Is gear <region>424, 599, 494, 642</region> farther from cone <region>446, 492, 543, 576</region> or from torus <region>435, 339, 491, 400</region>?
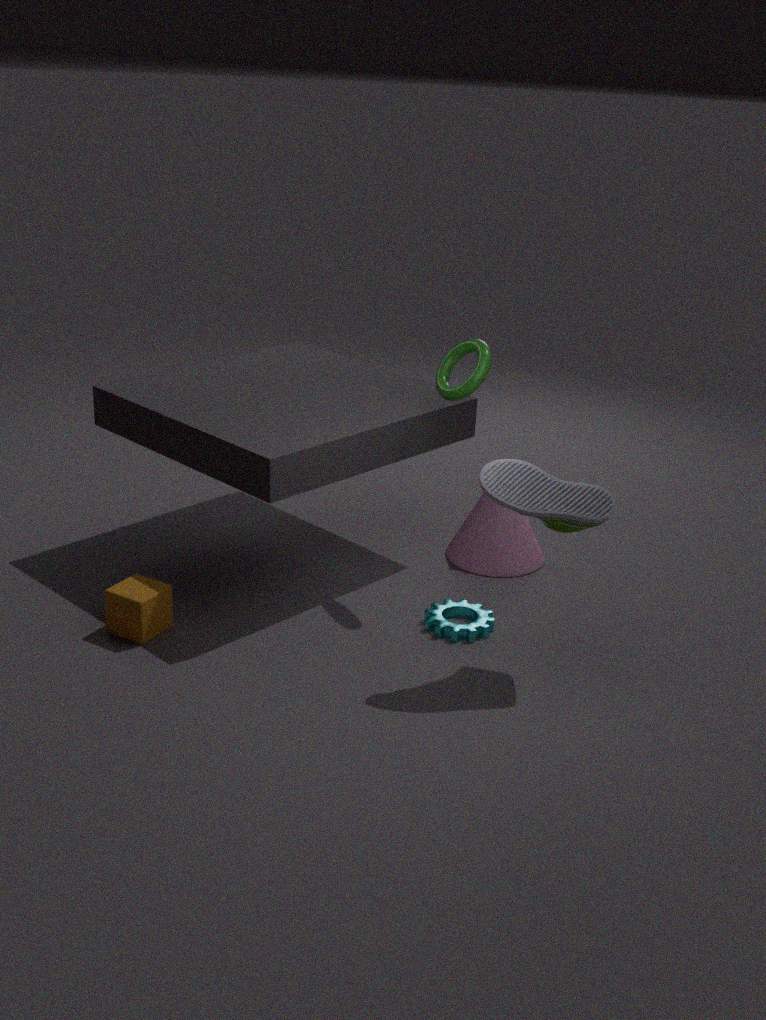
torus <region>435, 339, 491, 400</region>
